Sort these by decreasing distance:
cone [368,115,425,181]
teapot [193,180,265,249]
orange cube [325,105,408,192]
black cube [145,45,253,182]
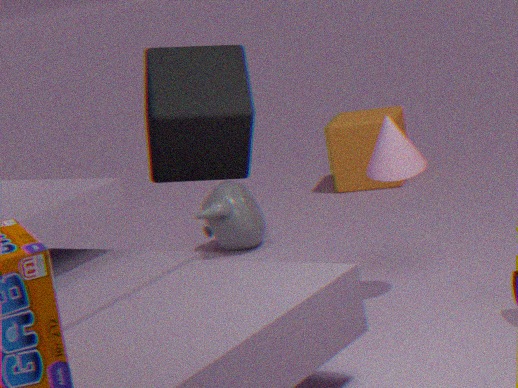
orange cube [325,105,408,192], teapot [193,180,265,249], cone [368,115,425,181], black cube [145,45,253,182]
